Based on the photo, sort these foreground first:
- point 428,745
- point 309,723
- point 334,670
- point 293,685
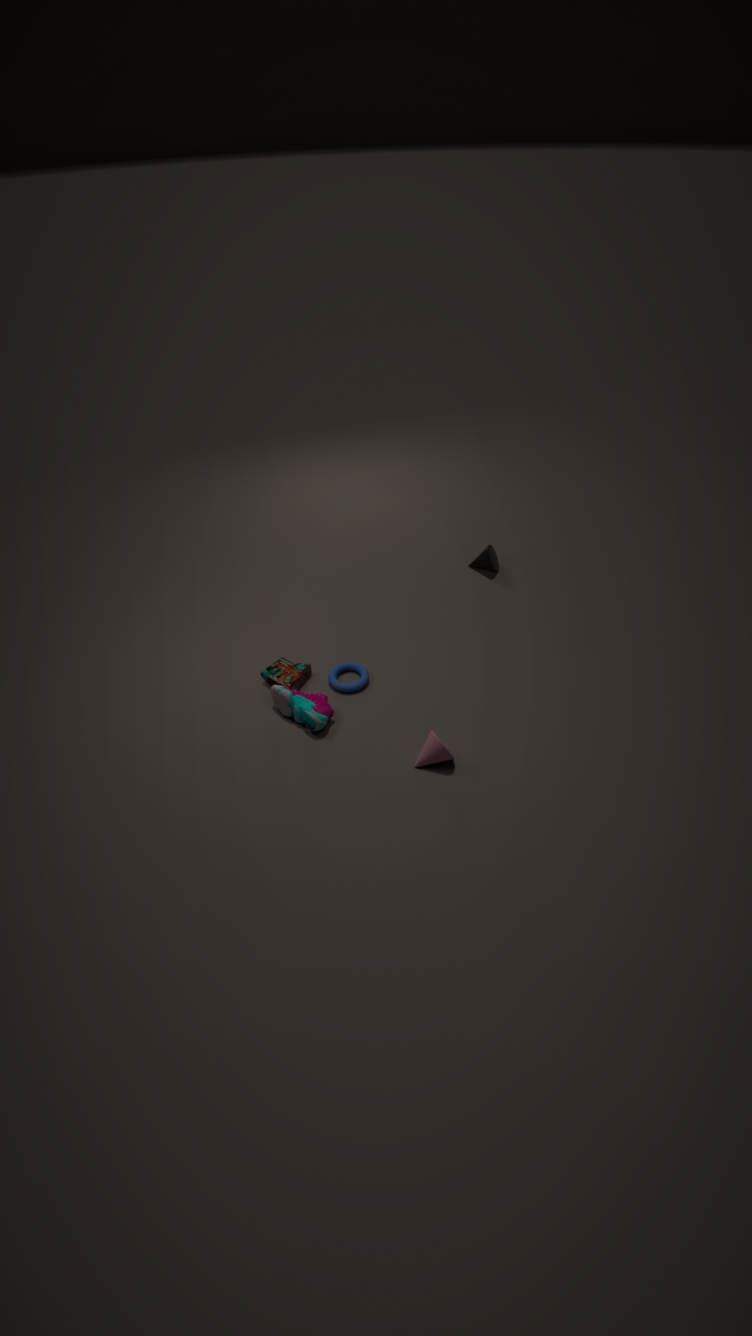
point 428,745
point 309,723
point 293,685
point 334,670
